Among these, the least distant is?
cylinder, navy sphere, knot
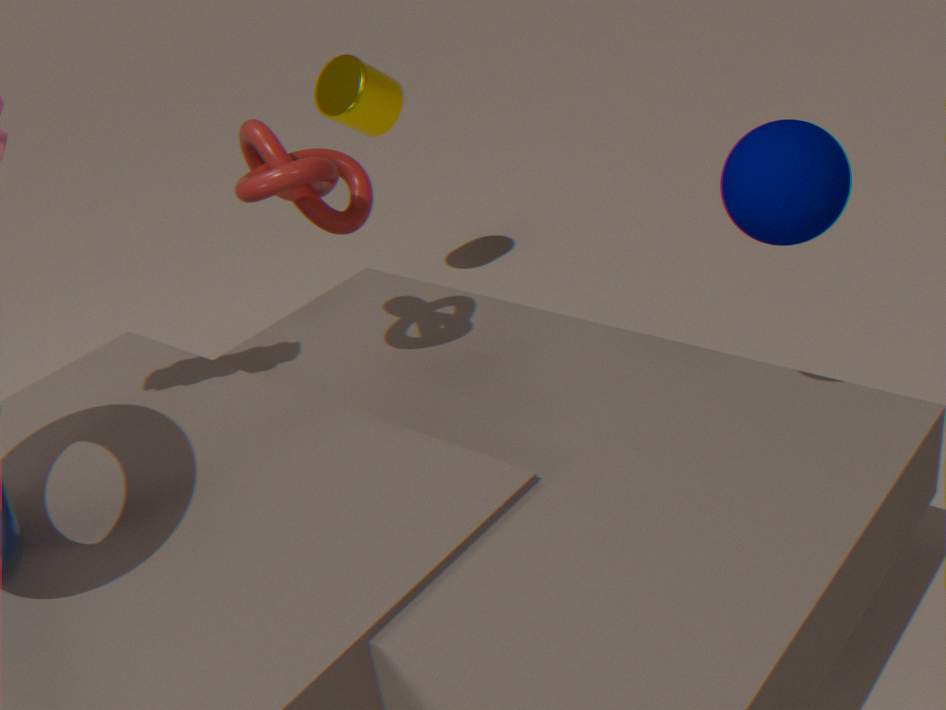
navy sphere
